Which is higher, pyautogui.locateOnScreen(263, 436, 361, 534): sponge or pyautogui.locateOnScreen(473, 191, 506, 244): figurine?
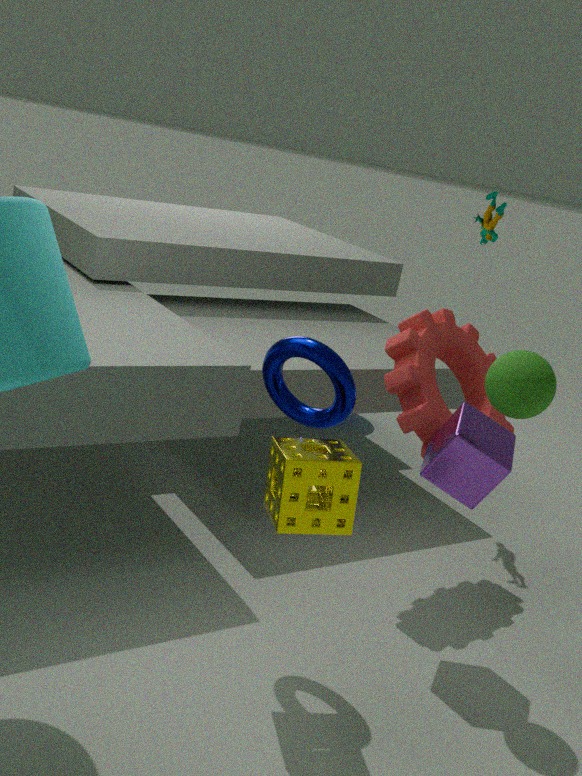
pyautogui.locateOnScreen(473, 191, 506, 244): figurine
